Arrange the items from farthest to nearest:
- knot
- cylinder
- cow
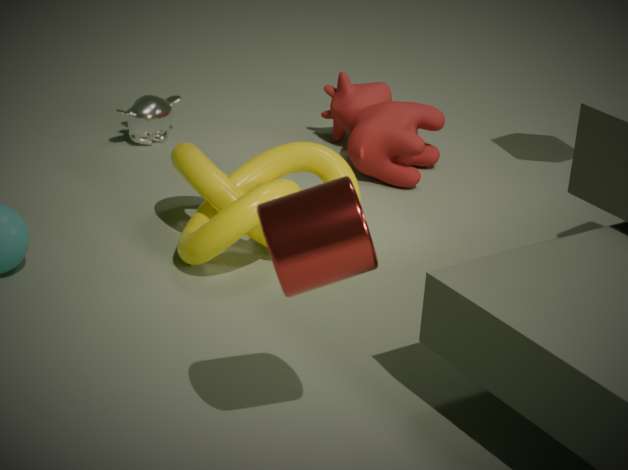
cow < knot < cylinder
